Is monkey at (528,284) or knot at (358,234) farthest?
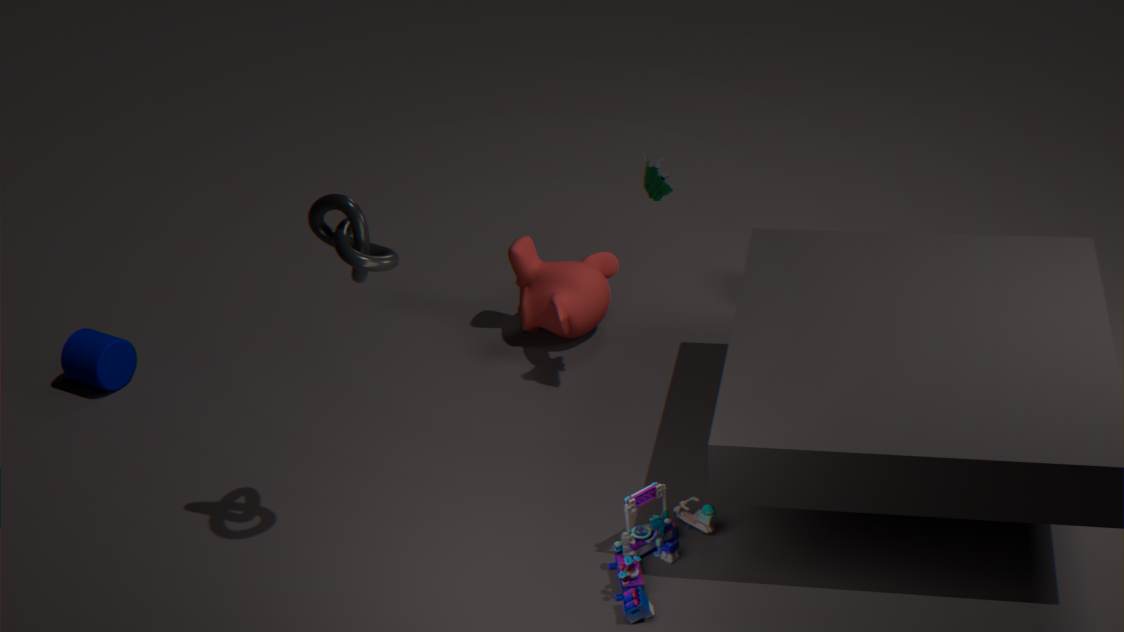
monkey at (528,284)
